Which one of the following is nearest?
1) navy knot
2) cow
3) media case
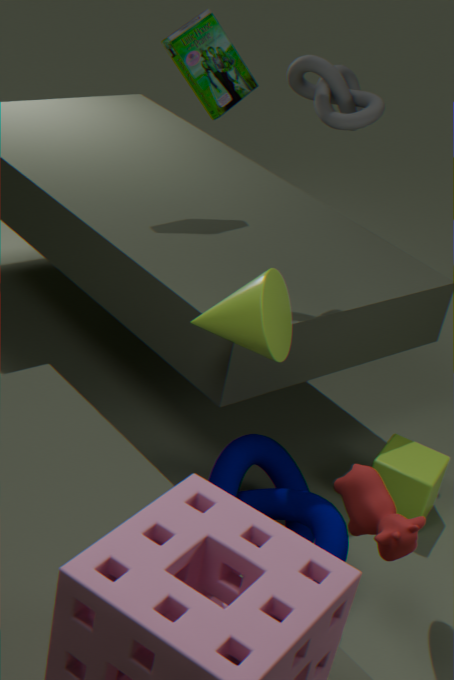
2. cow
